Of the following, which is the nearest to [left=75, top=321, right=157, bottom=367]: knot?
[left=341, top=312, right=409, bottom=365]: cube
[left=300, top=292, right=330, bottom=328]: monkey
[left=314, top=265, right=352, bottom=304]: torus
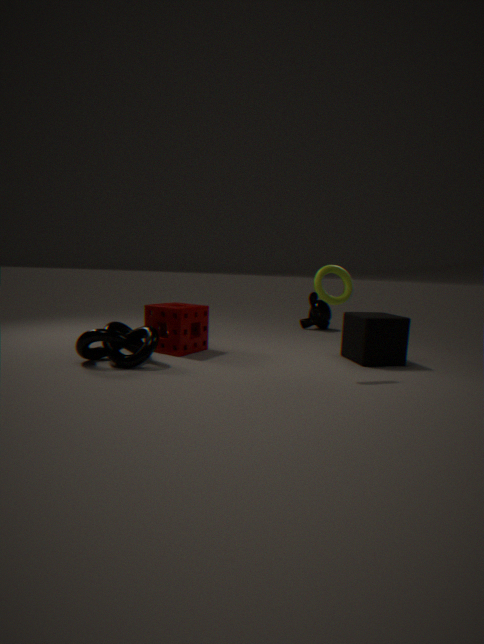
[left=314, top=265, right=352, bottom=304]: torus
